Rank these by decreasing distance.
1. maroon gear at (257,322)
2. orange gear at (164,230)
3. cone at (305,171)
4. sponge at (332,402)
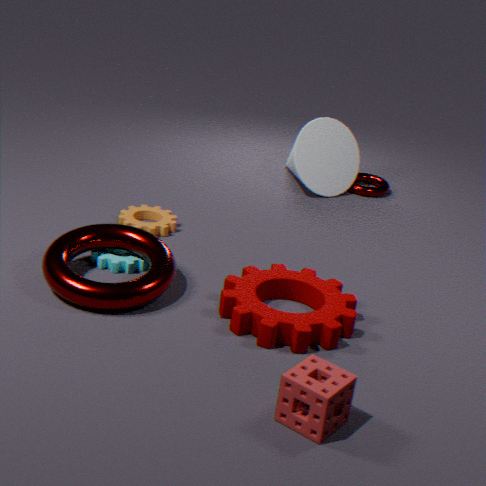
1. cone at (305,171)
2. orange gear at (164,230)
3. maroon gear at (257,322)
4. sponge at (332,402)
